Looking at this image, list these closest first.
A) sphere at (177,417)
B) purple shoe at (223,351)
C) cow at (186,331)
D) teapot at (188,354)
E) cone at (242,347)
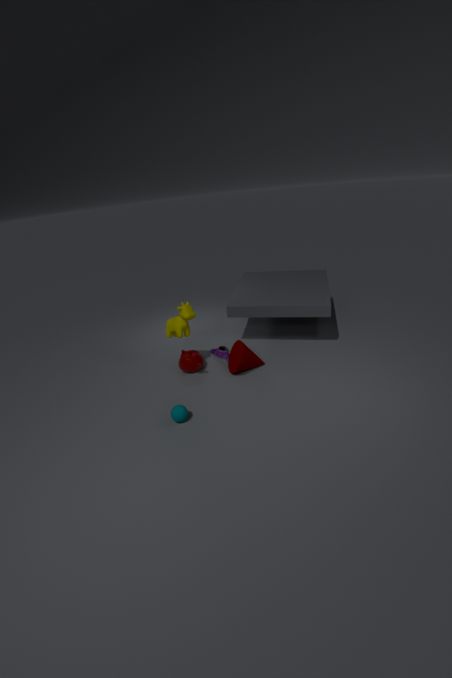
sphere at (177,417)
cow at (186,331)
cone at (242,347)
teapot at (188,354)
purple shoe at (223,351)
